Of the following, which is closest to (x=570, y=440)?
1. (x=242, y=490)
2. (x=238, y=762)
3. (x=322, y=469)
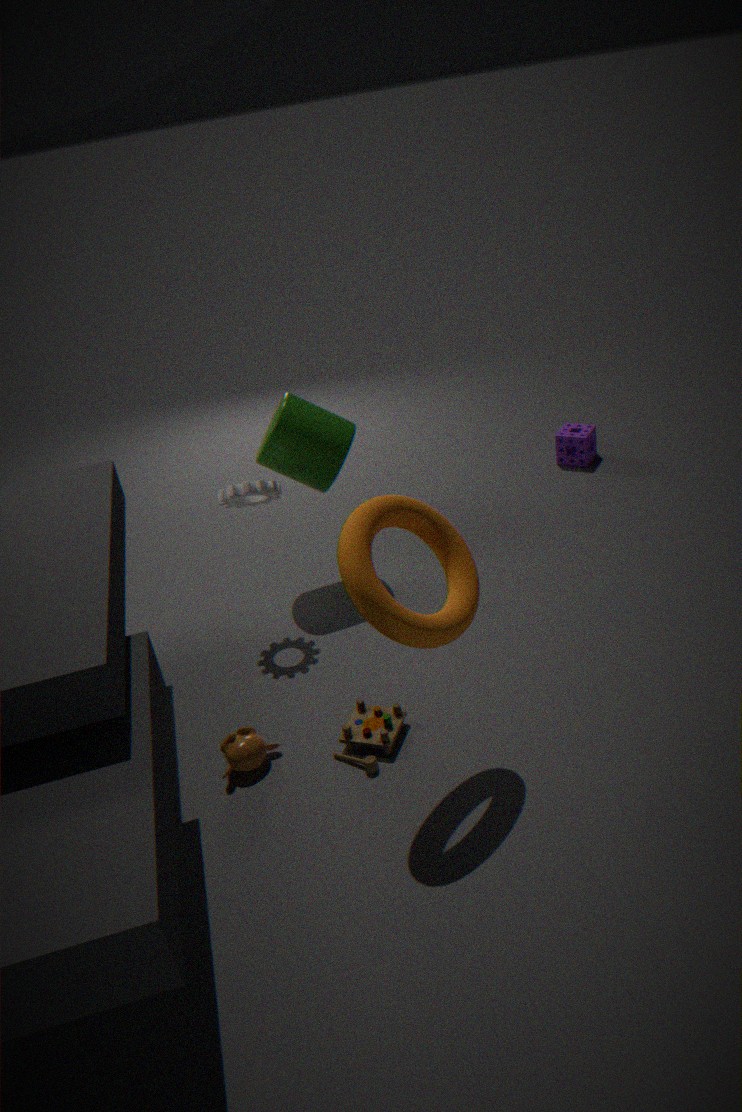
(x=322, y=469)
